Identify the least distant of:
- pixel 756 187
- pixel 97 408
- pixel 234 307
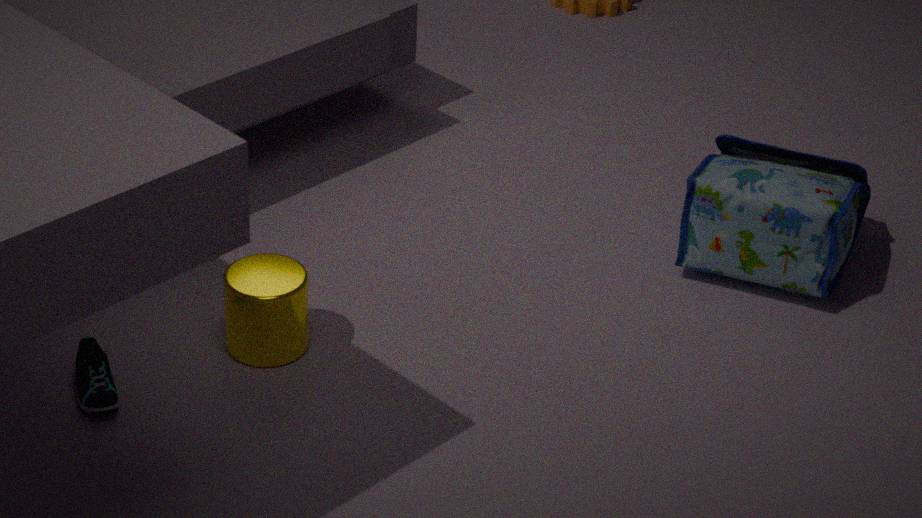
pixel 97 408
